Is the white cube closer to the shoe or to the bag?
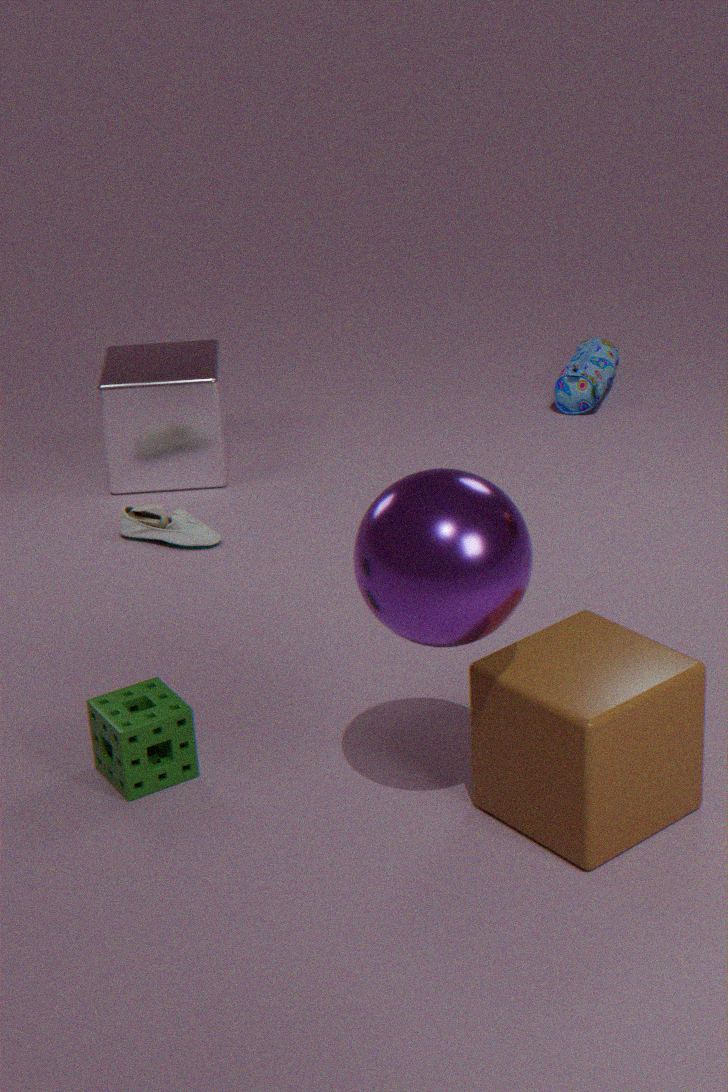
the shoe
